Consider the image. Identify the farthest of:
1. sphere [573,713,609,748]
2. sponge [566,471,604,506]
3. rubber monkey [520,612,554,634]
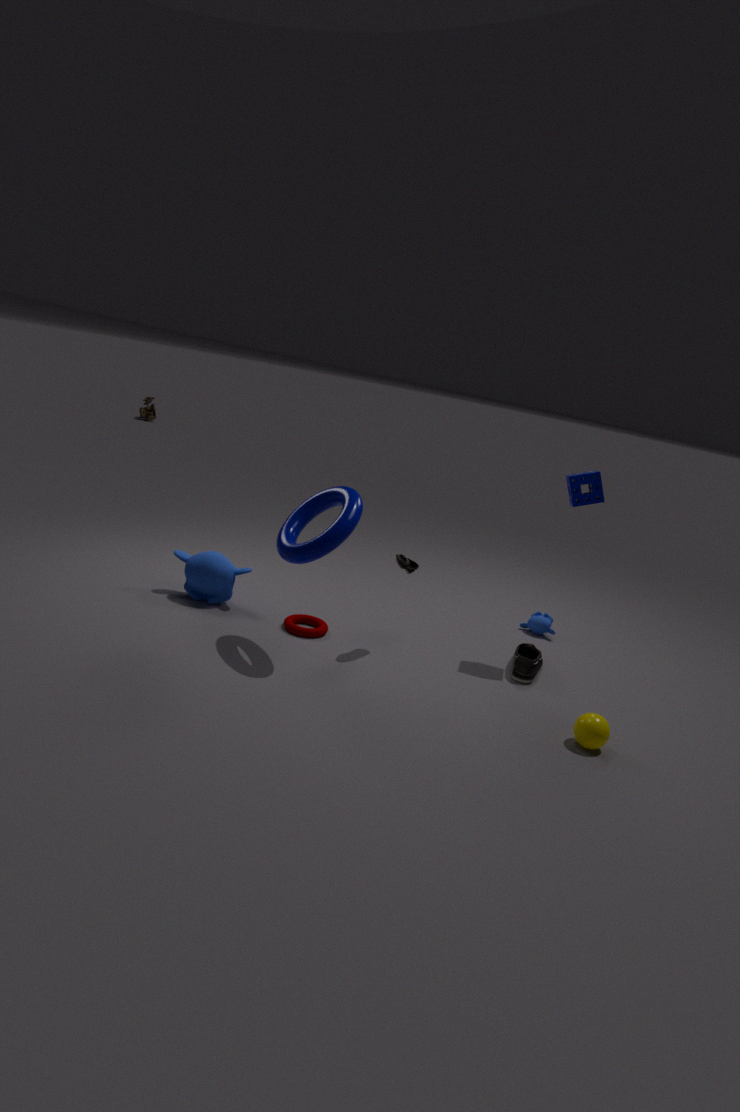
rubber monkey [520,612,554,634]
